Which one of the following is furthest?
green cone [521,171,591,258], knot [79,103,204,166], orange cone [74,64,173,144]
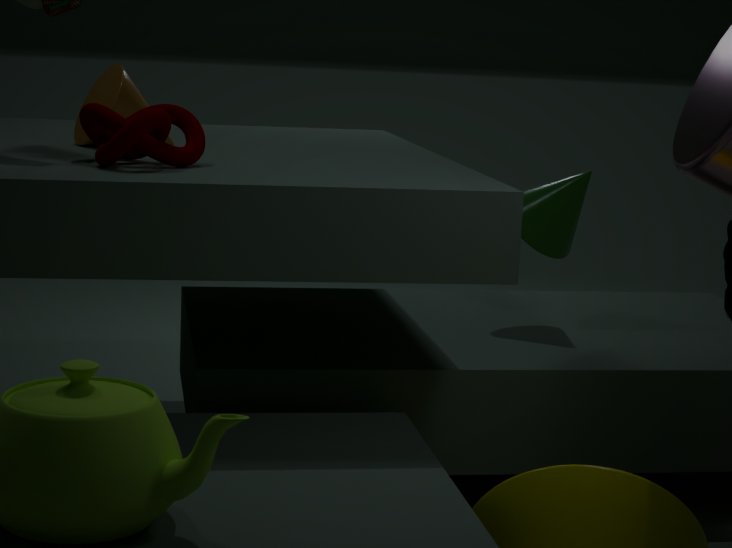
green cone [521,171,591,258]
